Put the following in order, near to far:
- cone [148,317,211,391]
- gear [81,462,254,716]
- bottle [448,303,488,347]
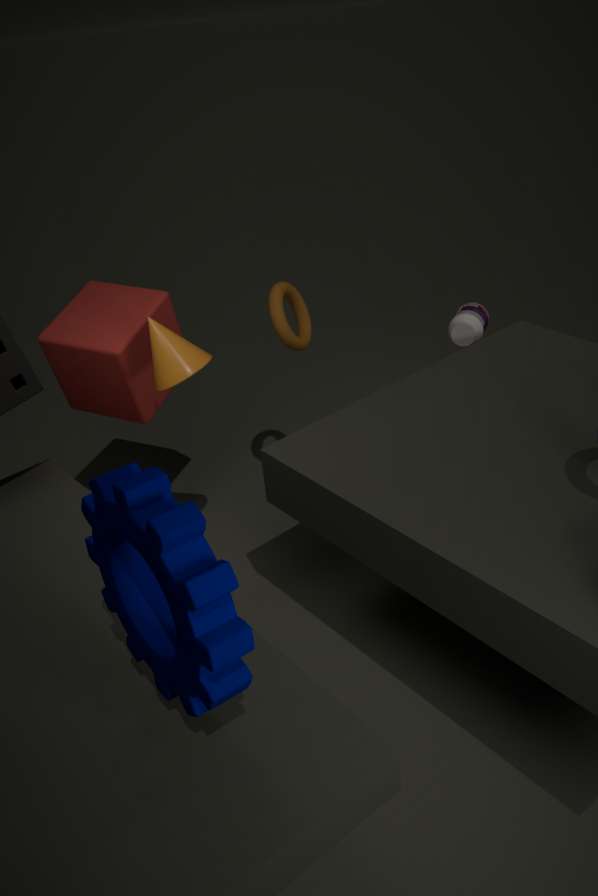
gear [81,462,254,716] < cone [148,317,211,391] < bottle [448,303,488,347]
